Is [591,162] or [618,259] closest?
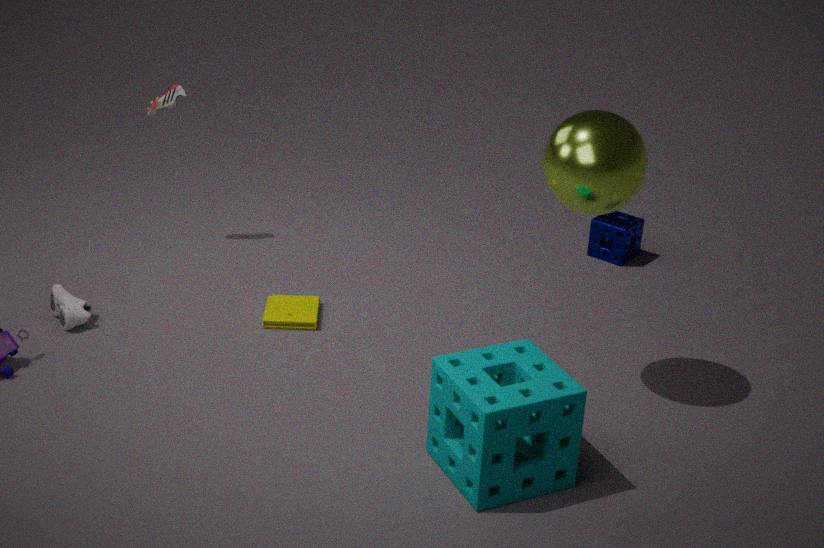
[591,162]
